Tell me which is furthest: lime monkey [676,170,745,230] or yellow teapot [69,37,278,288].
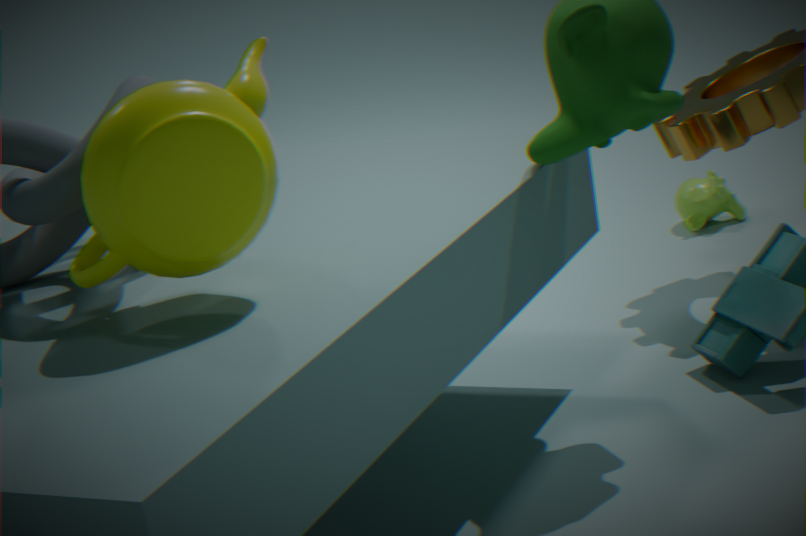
lime monkey [676,170,745,230]
